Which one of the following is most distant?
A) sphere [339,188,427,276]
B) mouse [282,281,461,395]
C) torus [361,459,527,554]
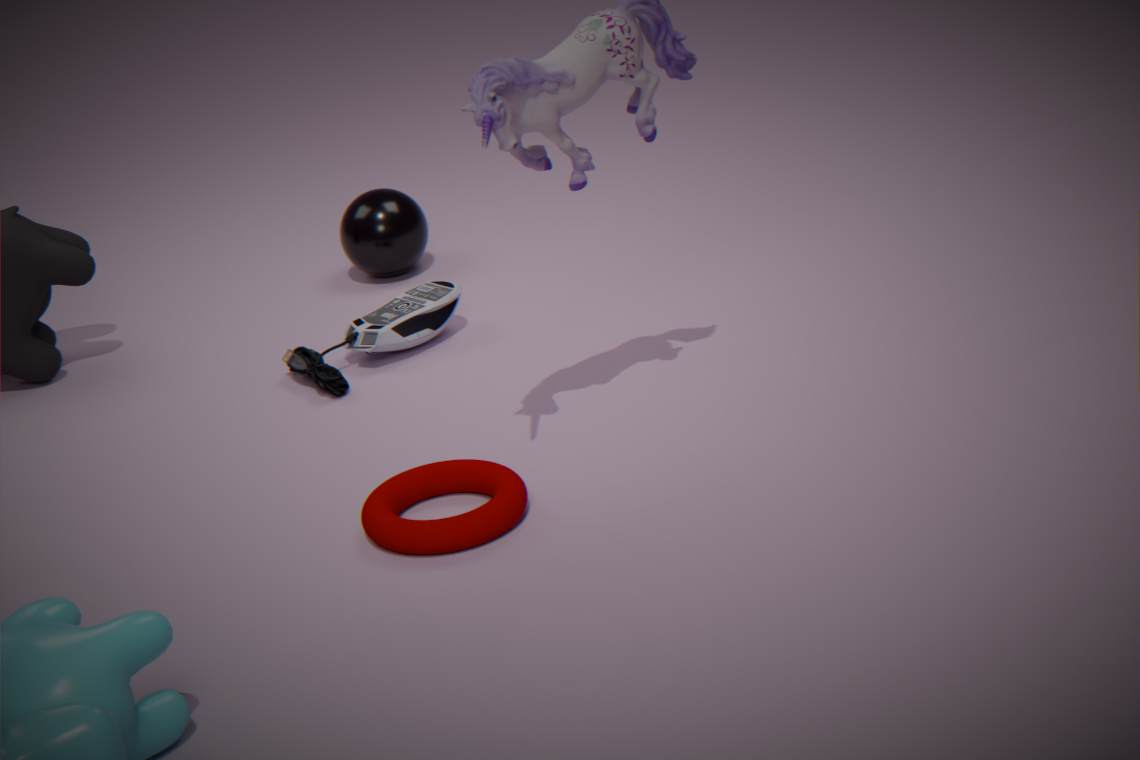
sphere [339,188,427,276]
